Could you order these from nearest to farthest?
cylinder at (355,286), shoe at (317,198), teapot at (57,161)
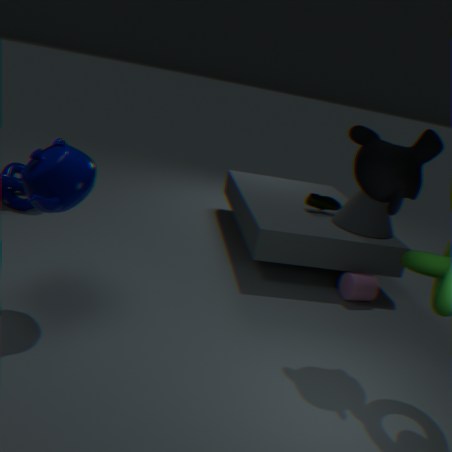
teapot at (57,161)
cylinder at (355,286)
shoe at (317,198)
